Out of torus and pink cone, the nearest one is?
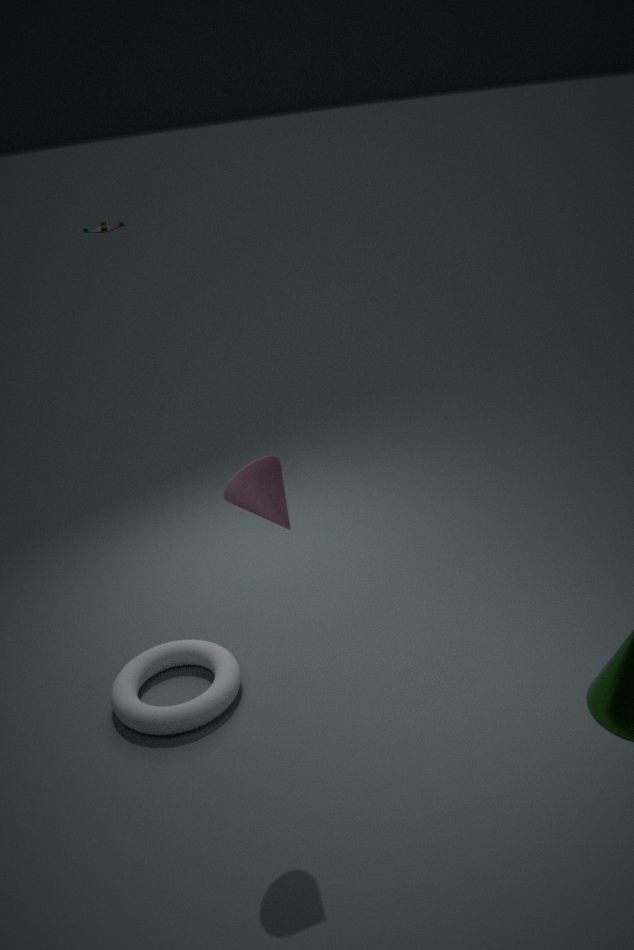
pink cone
